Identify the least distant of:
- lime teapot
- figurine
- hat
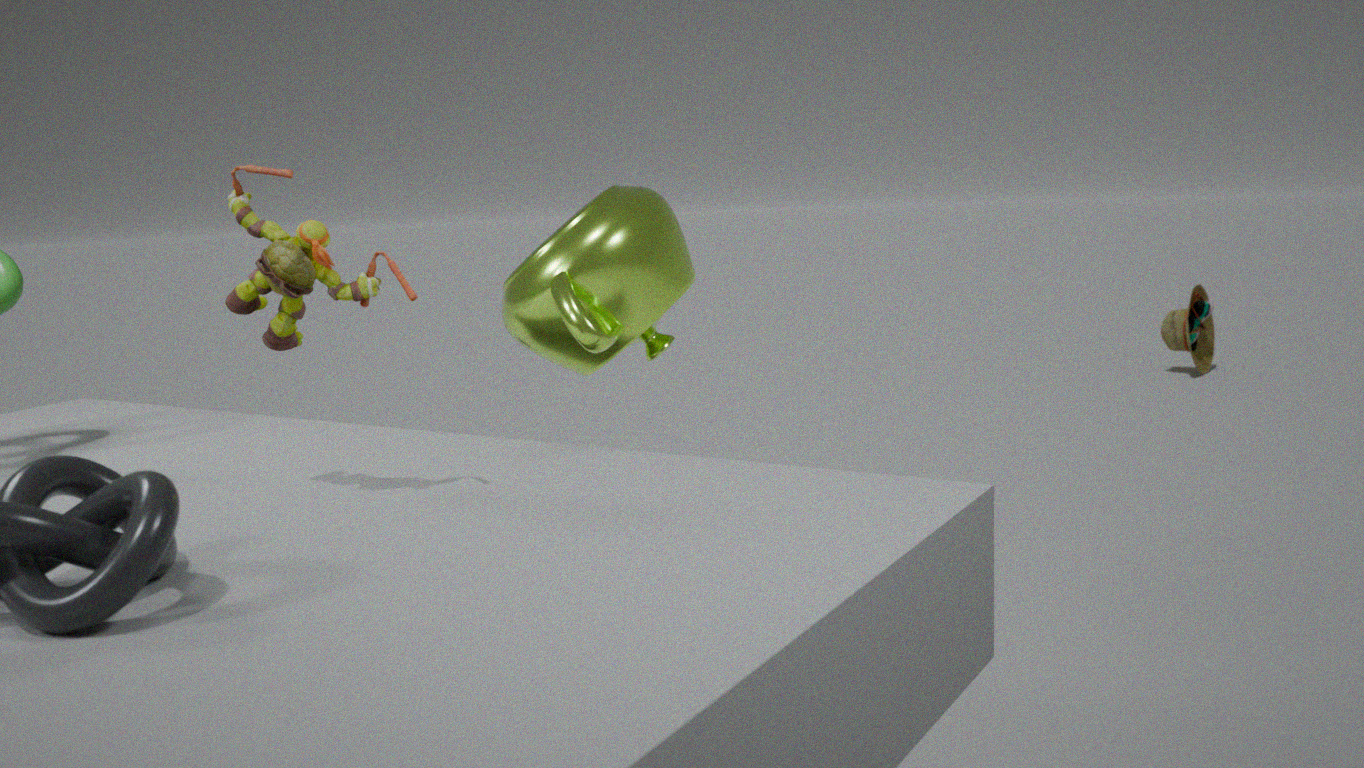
figurine
